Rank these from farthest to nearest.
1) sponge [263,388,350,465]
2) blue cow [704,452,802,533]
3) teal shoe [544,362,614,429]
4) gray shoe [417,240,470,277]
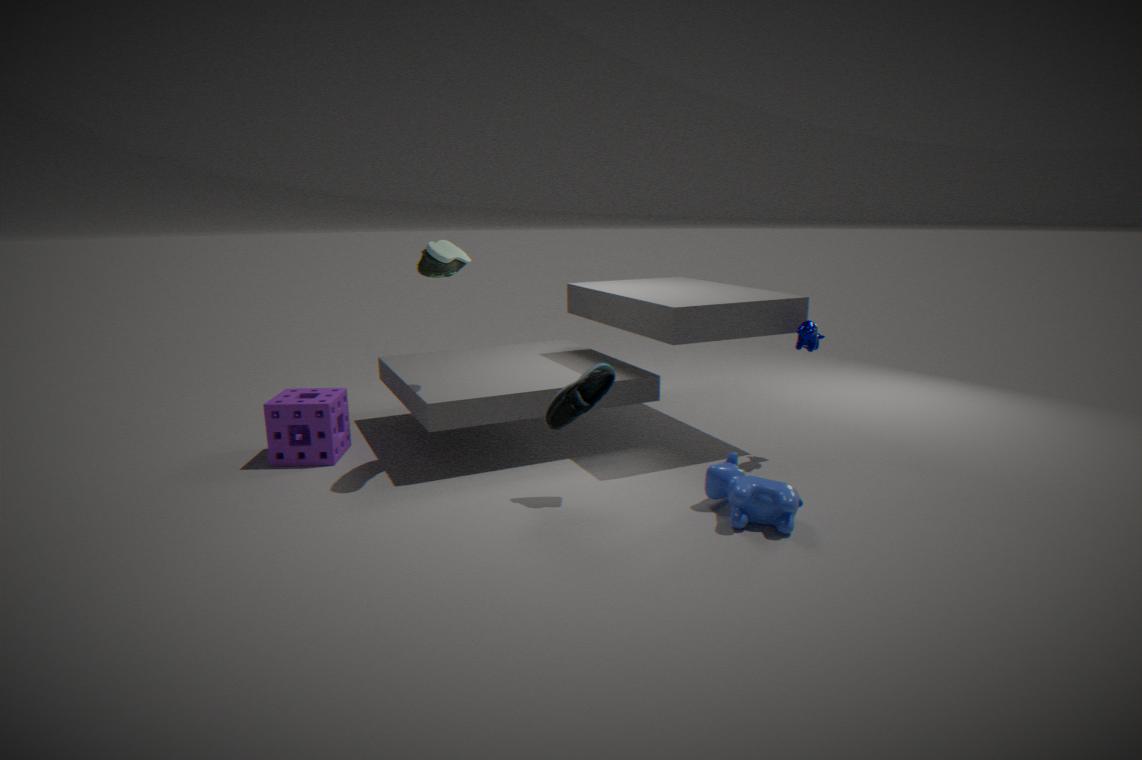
1. sponge [263,388,350,465] → 4. gray shoe [417,240,470,277] → 3. teal shoe [544,362,614,429] → 2. blue cow [704,452,802,533]
